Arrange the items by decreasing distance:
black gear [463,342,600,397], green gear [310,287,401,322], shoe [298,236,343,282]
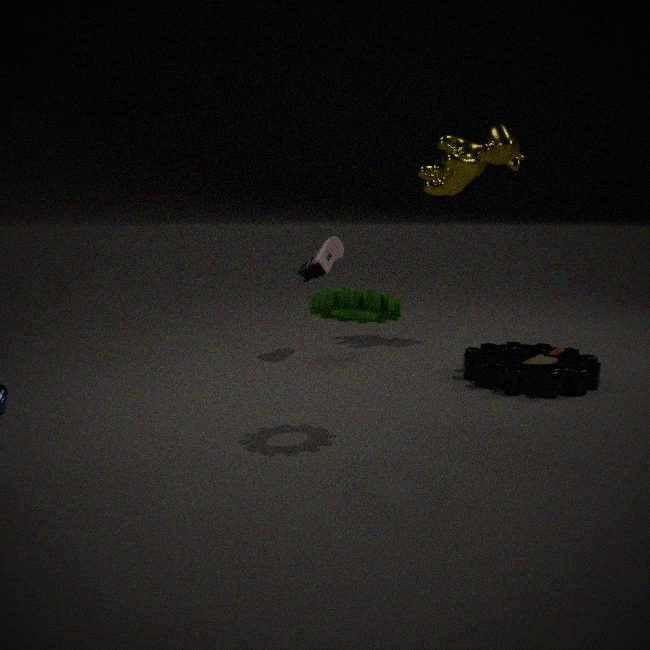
shoe [298,236,343,282] → black gear [463,342,600,397] → green gear [310,287,401,322]
